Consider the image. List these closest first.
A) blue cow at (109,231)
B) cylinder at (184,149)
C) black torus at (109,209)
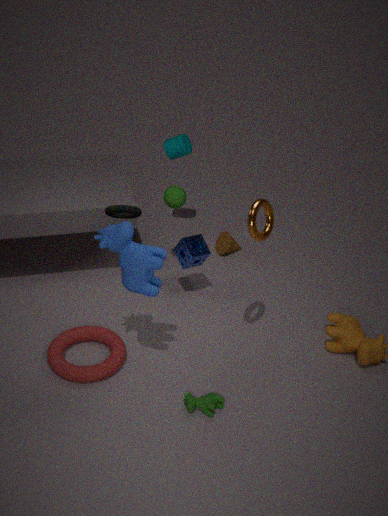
blue cow at (109,231) < black torus at (109,209) < cylinder at (184,149)
